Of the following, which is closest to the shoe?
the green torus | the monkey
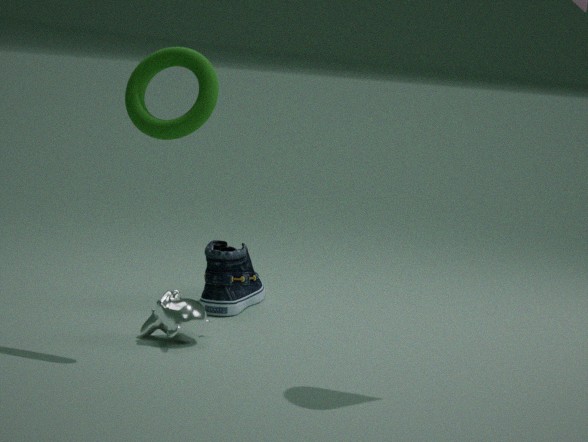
the monkey
